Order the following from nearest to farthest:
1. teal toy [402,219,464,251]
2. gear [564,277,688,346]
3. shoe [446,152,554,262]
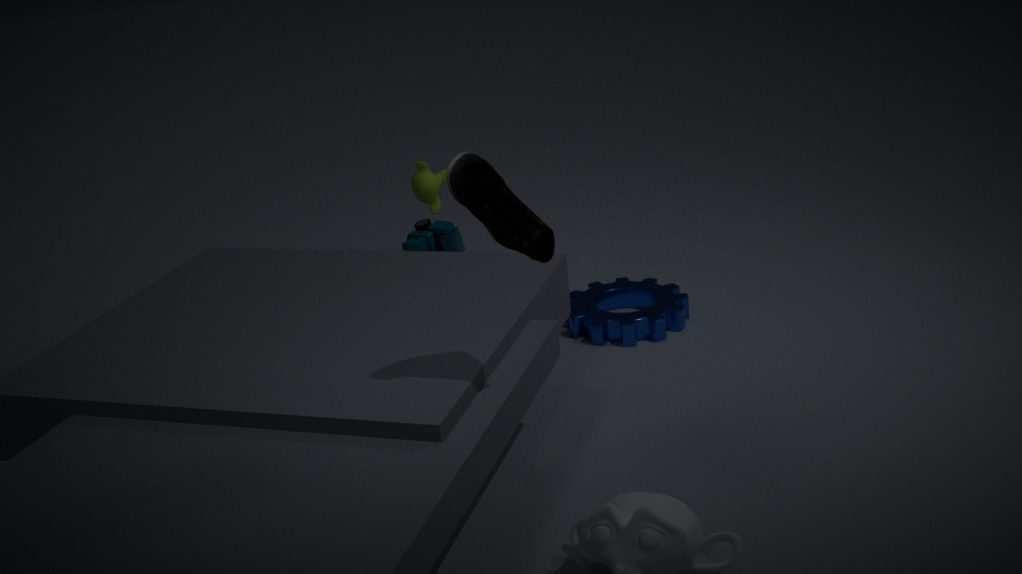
A: 1. shoe [446,152,554,262]
2. gear [564,277,688,346]
3. teal toy [402,219,464,251]
